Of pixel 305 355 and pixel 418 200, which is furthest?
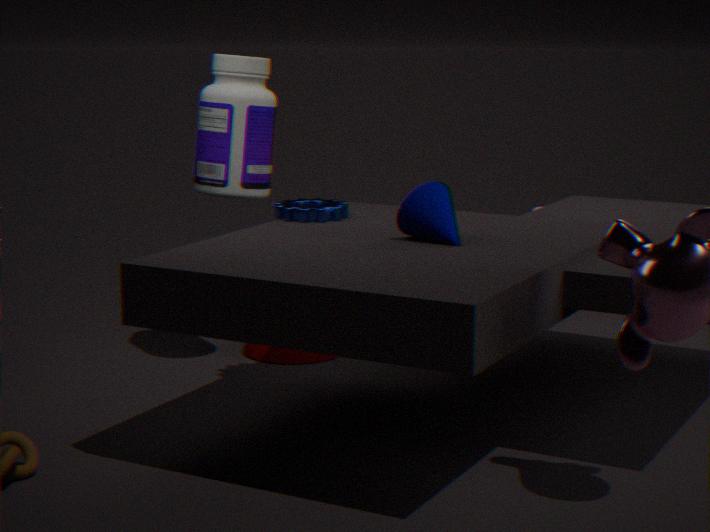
pixel 305 355
